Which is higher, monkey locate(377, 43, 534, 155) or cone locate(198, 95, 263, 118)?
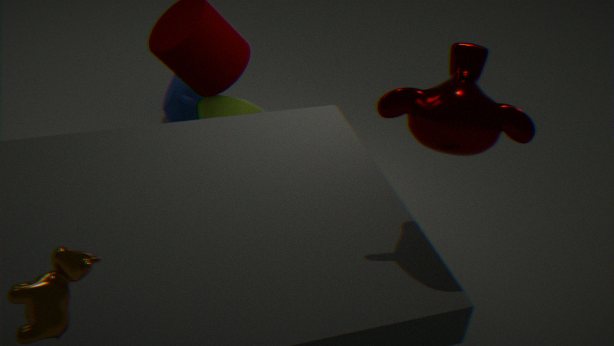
monkey locate(377, 43, 534, 155)
